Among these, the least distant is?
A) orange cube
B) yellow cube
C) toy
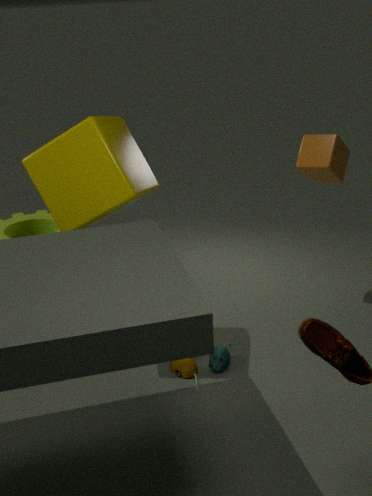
yellow cube
